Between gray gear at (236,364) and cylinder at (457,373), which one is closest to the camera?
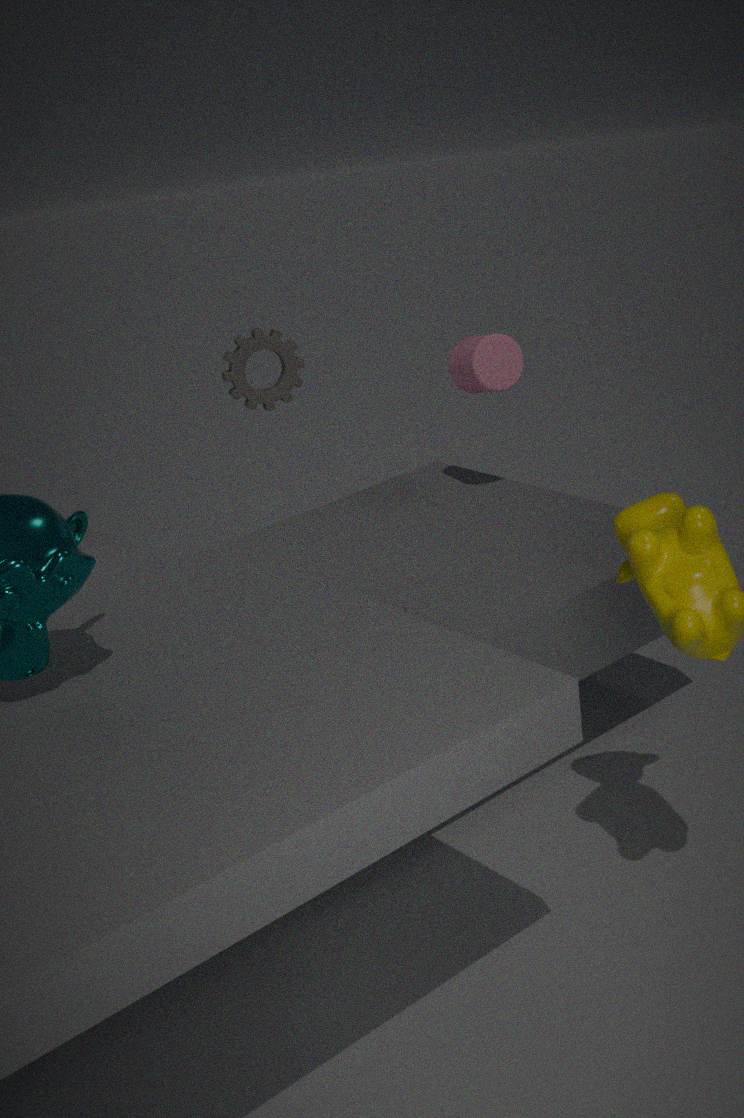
cylinder at (457,373)
